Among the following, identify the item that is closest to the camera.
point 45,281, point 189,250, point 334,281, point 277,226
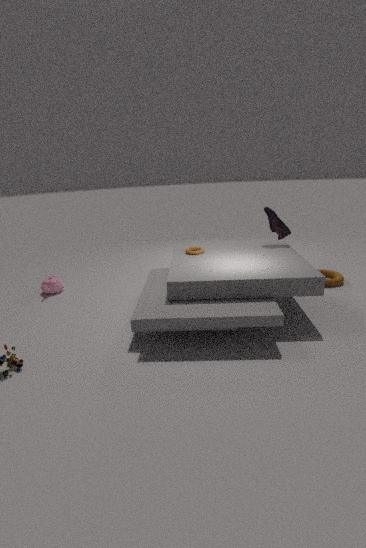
point 189,250
